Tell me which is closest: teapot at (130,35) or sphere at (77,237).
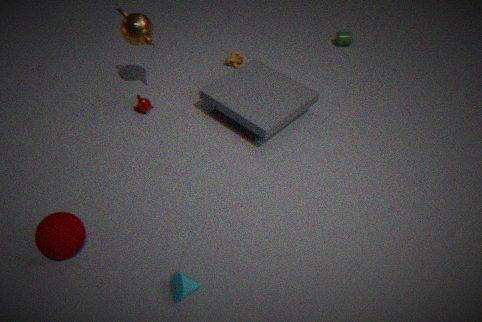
sphere at (77,237)
